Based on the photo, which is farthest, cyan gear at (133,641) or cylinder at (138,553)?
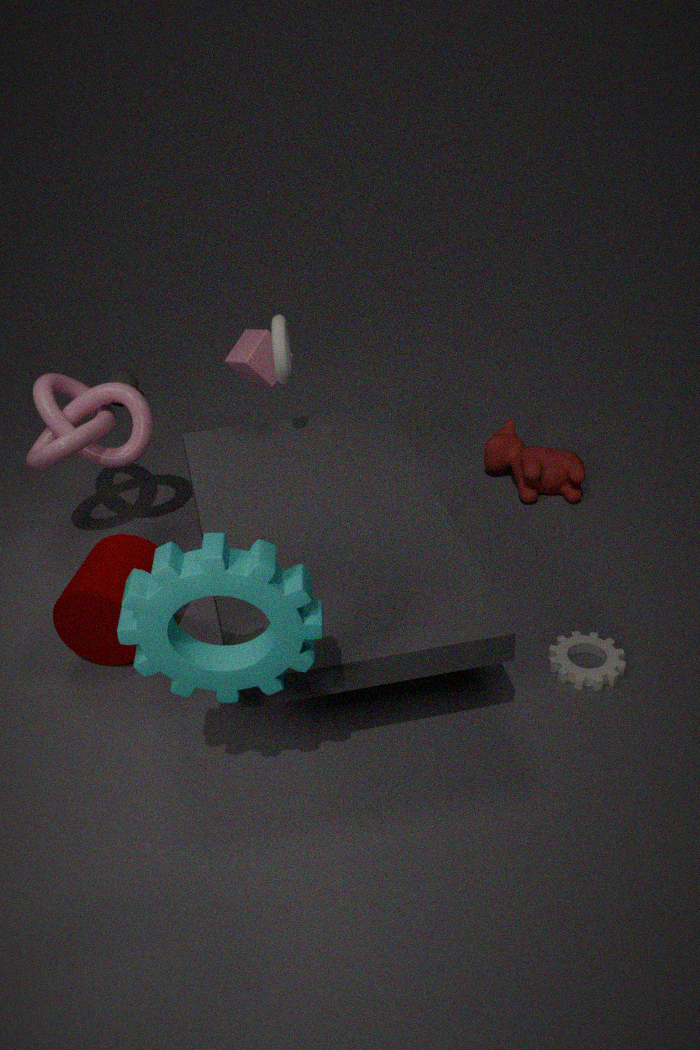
cylinder at (138,553)
